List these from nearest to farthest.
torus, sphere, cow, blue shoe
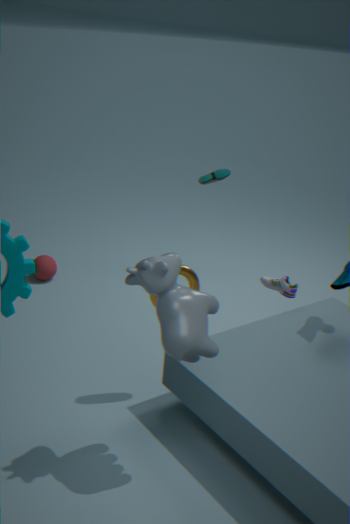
cow
torus
blue shoe
sphere
